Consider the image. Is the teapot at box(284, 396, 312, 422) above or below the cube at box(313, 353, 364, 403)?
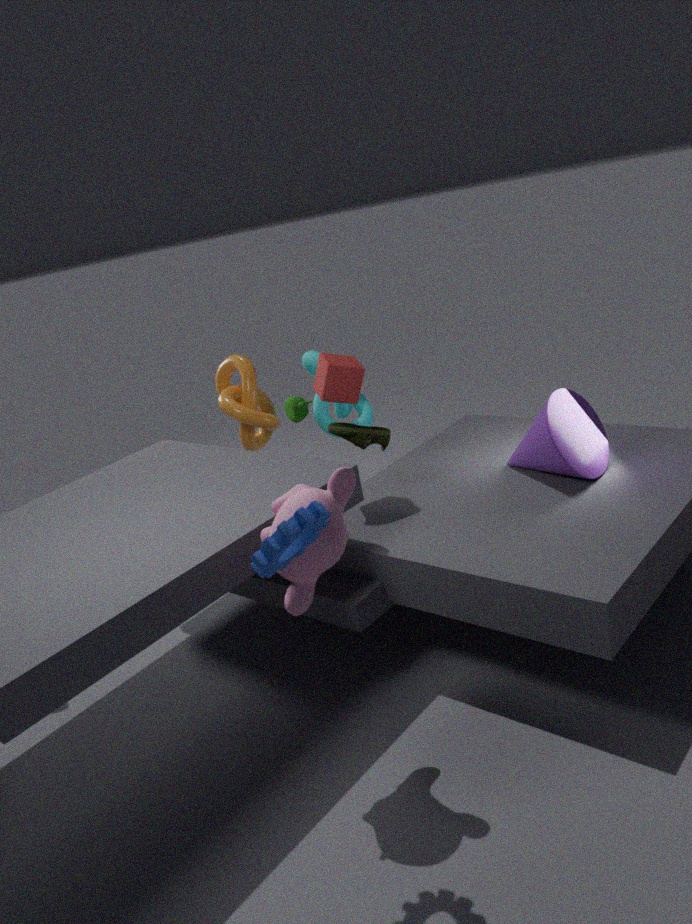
below
